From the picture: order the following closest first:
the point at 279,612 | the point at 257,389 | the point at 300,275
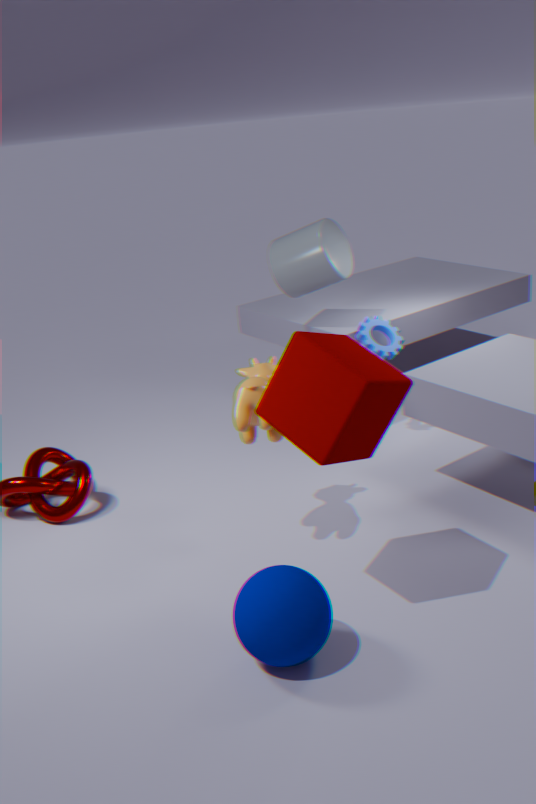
the point at 279,612, the point at 257,389, the point at 300,275
